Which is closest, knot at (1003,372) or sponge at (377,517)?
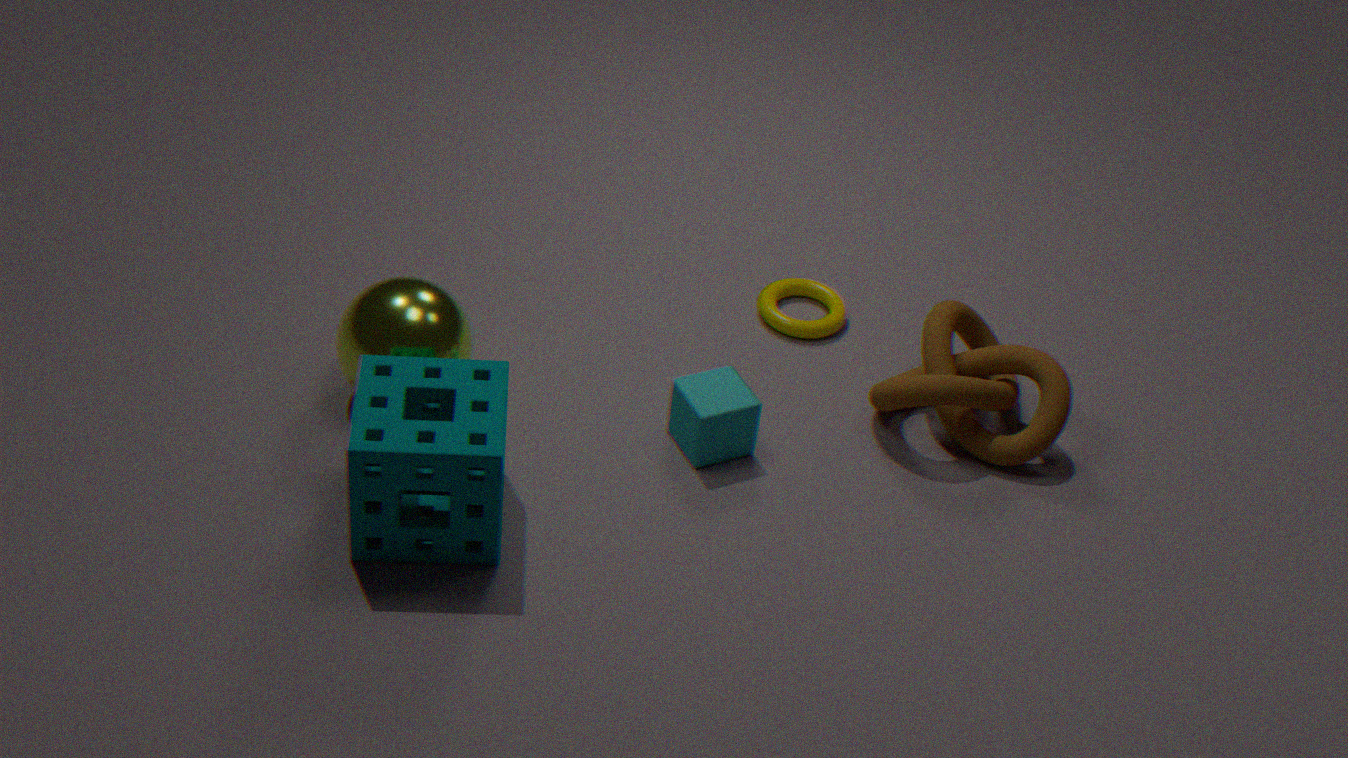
sponge at (377,517)
